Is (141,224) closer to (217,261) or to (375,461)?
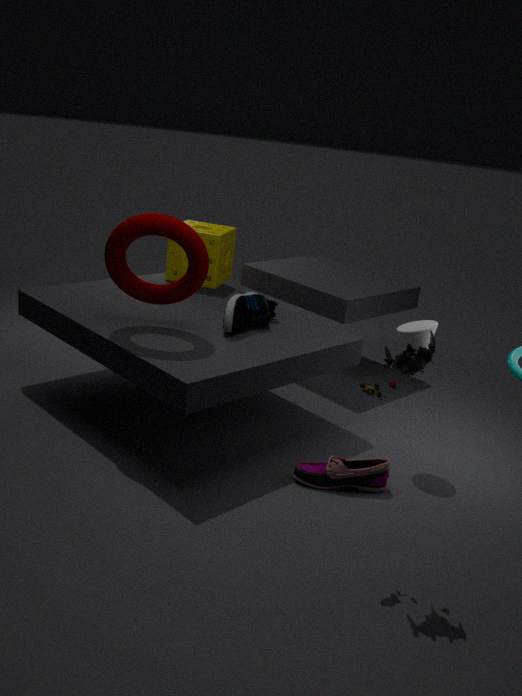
(217,261)
